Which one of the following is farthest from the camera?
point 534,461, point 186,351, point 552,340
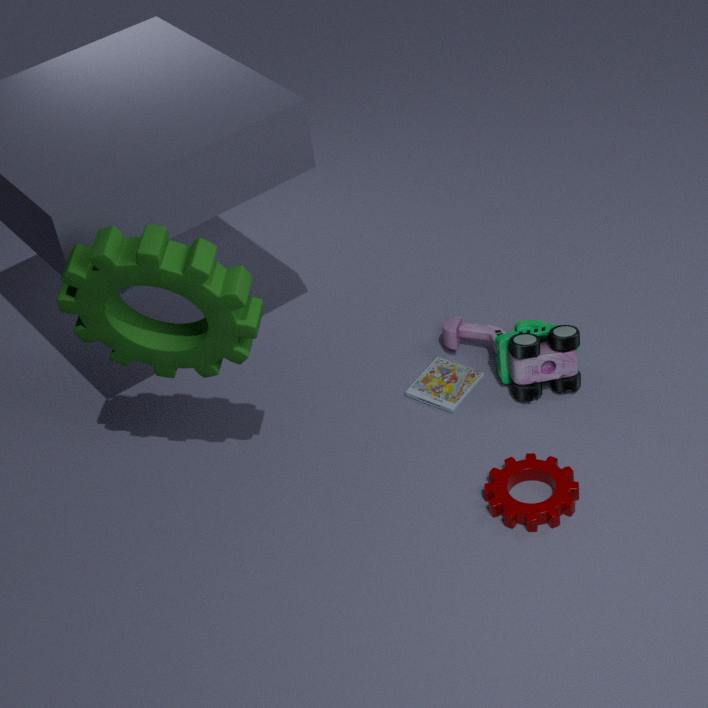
point 552,340
